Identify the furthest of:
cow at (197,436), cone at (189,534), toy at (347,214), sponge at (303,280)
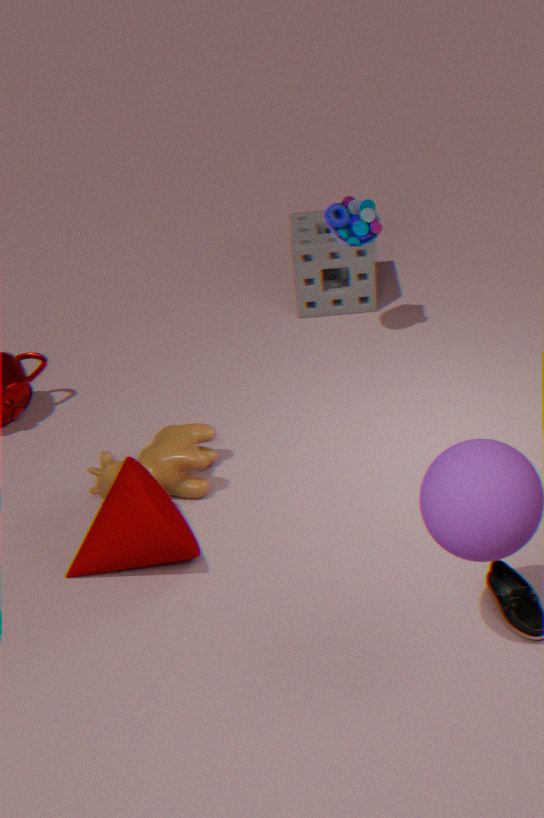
sponge at (303,280)
